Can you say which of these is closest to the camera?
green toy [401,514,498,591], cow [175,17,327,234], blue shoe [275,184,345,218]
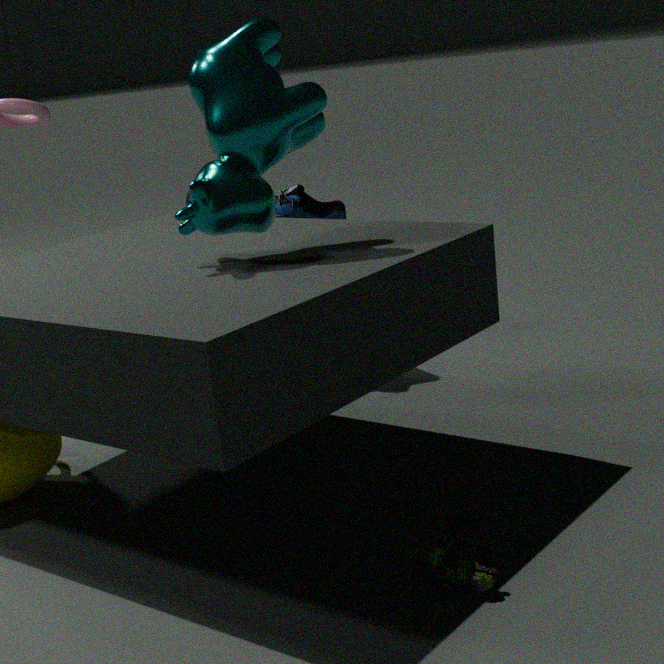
green toy [401,514,498,591]
